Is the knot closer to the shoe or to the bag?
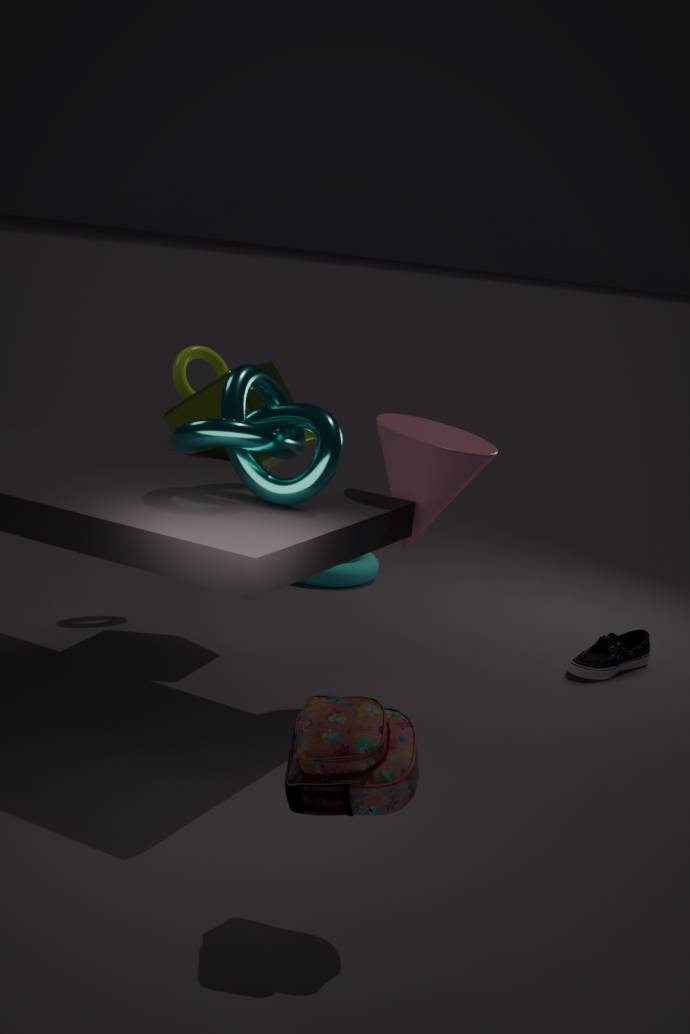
the bag
